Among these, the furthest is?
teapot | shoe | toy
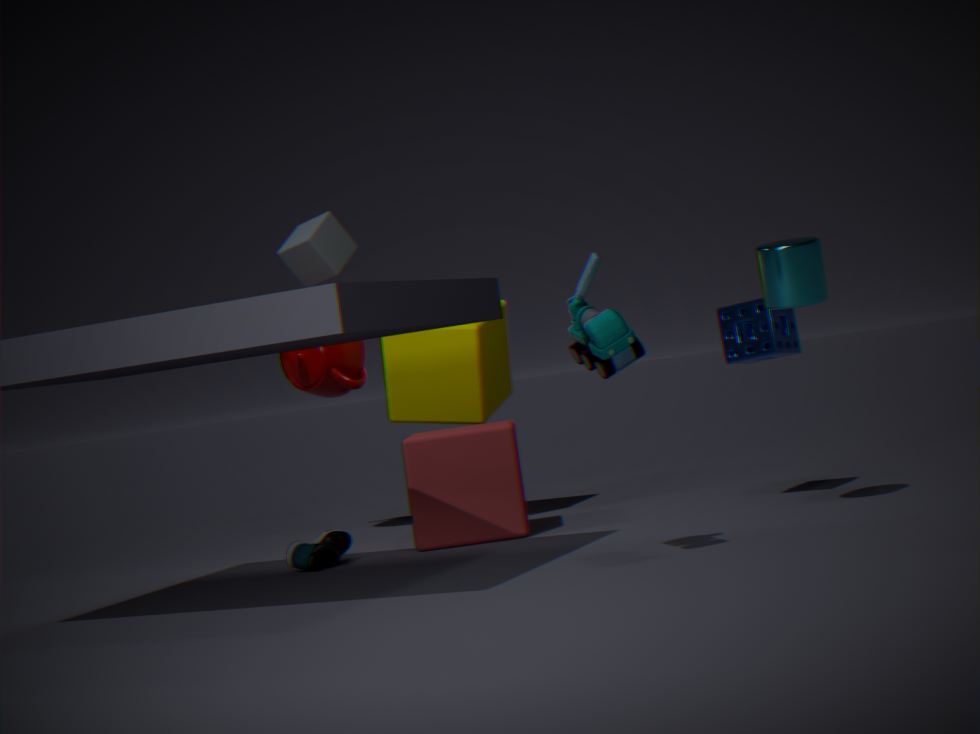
teapot
